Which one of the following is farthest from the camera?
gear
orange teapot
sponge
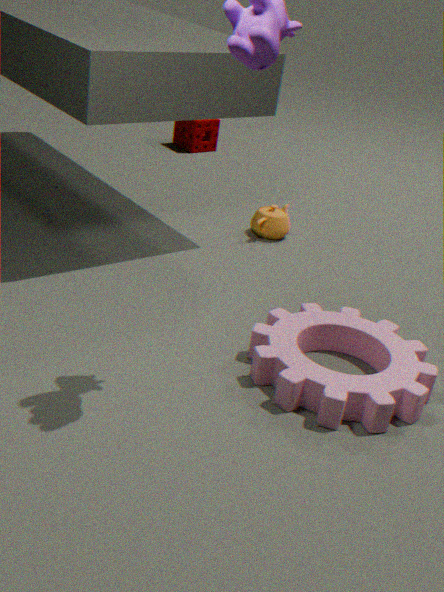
→ sponge
